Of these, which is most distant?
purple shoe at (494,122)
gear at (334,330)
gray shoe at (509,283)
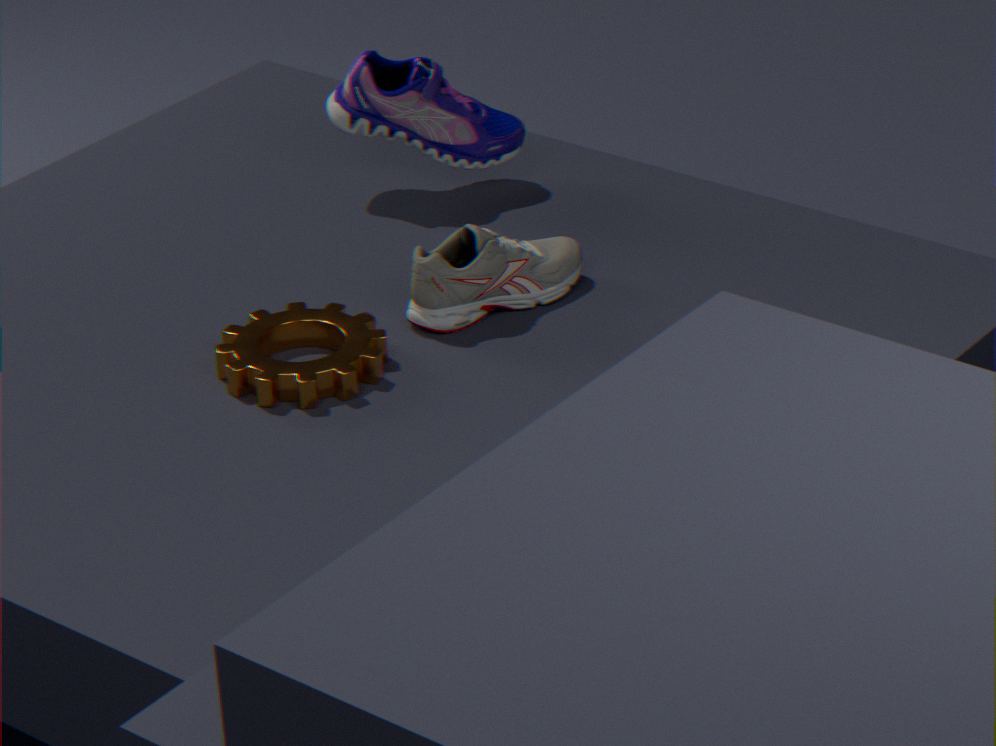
purple shoe at (494,122)
